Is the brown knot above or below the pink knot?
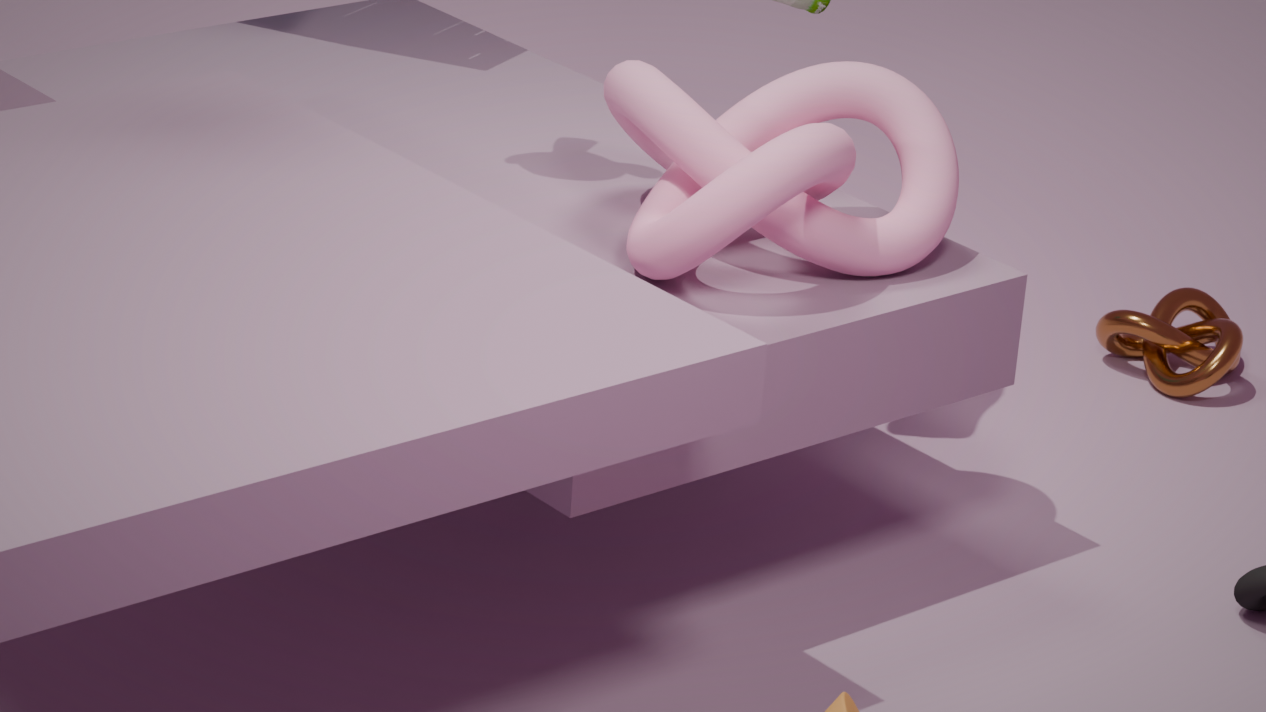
below
